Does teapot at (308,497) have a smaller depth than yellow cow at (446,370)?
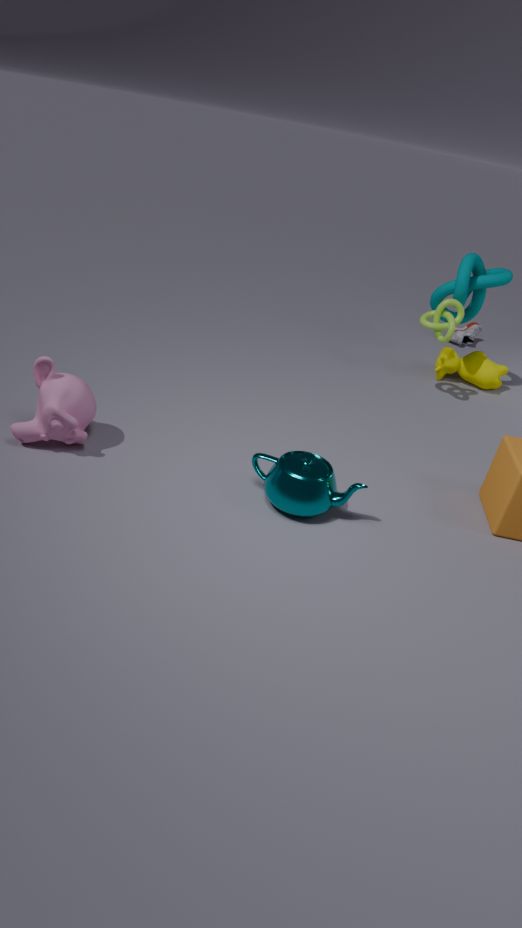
Yes
